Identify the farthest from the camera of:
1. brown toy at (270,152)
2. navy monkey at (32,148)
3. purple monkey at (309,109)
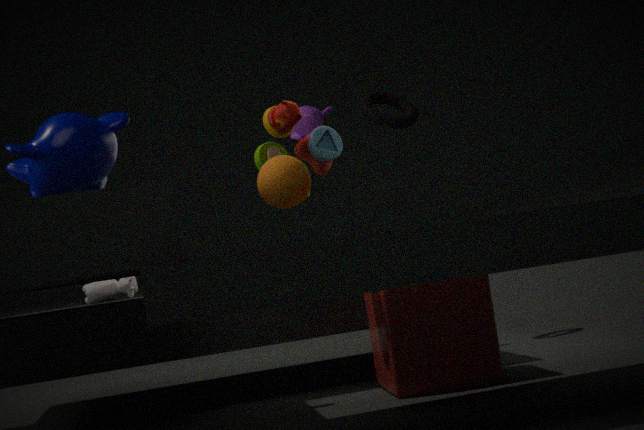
purple monkey at (309,109)
